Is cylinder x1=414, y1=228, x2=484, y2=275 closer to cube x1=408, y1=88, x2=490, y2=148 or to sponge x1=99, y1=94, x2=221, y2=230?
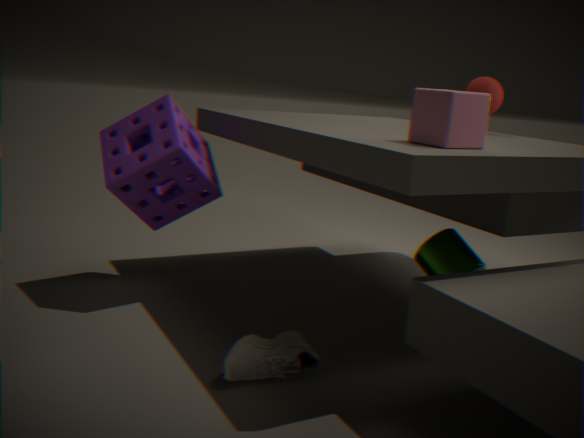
cube x1=408, y1=88, x2=490, y2=148
